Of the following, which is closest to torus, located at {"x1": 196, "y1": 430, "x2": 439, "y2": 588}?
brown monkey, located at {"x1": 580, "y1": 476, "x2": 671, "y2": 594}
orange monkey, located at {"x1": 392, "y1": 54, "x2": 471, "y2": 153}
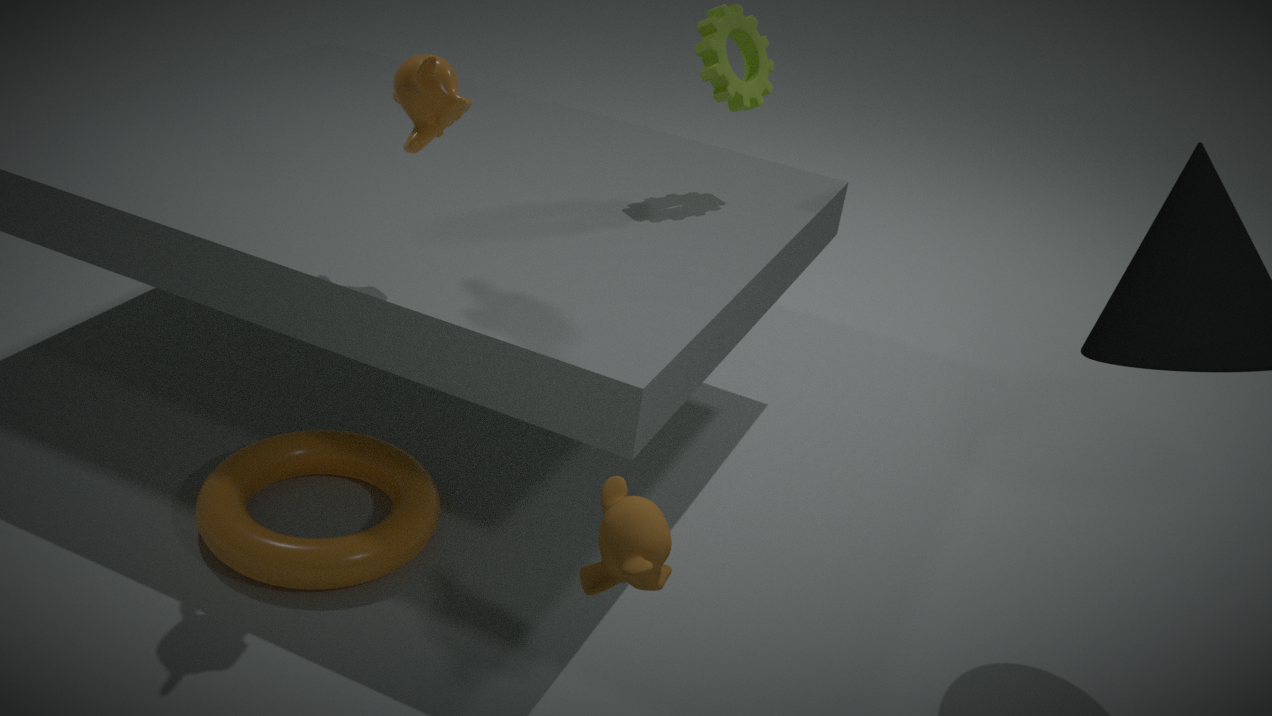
brown monkey, located at {"x1": 580, "y1": 476, "x2": 671, "y2": 594}
